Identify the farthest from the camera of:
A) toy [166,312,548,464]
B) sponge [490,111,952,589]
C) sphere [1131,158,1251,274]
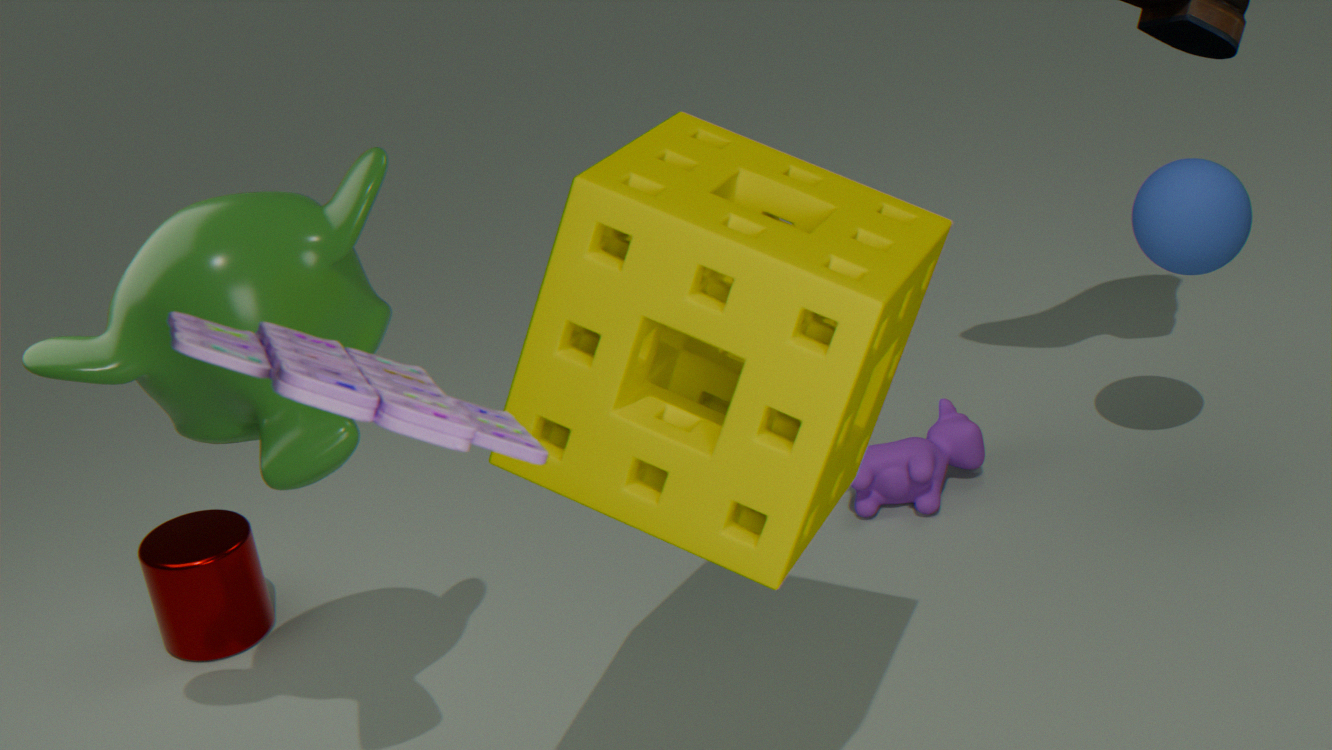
sphere [1131,158,1251,274]
